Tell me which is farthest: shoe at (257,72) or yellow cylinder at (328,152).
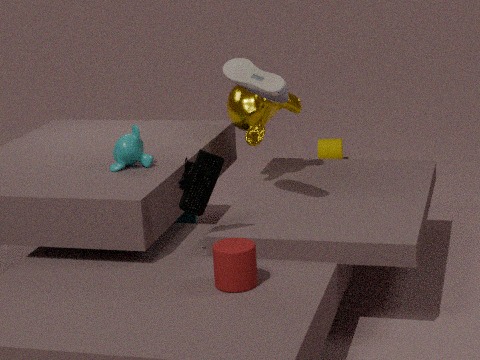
yellow cylinder at (328,152)
